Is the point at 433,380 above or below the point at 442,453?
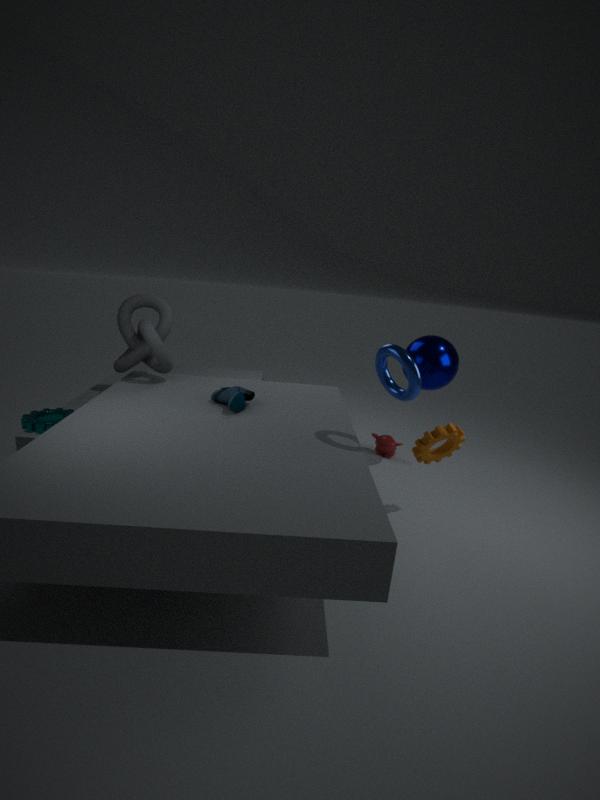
above
